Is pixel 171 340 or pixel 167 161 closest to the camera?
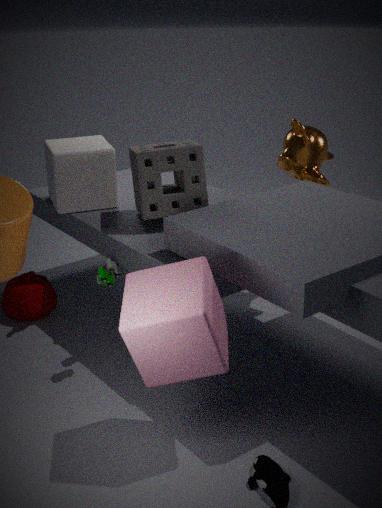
pixel 171 340
